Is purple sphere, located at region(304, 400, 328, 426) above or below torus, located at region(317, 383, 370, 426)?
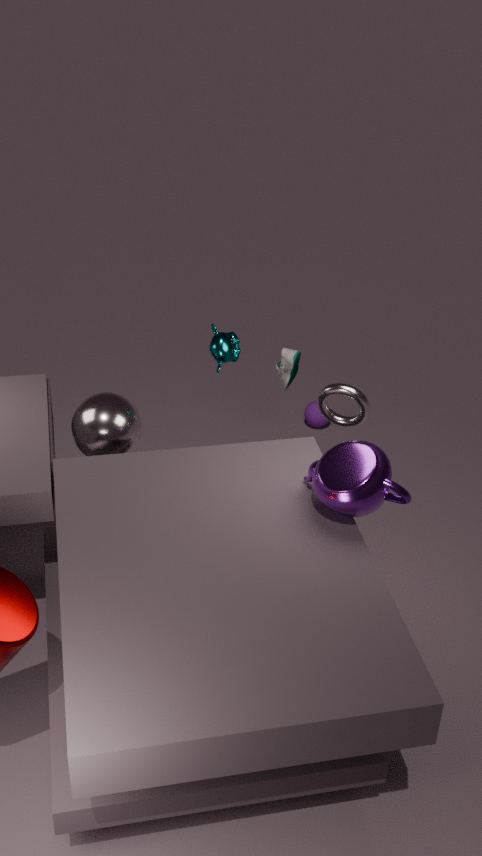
below
